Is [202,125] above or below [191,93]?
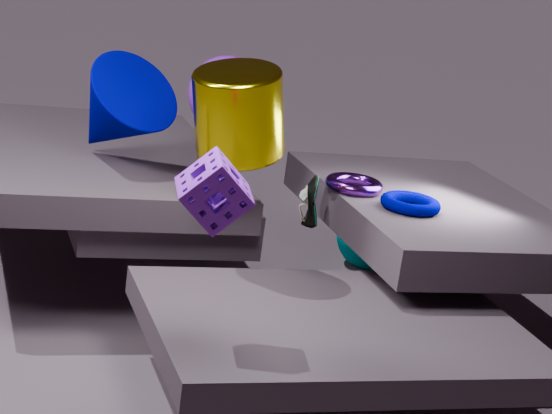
above
